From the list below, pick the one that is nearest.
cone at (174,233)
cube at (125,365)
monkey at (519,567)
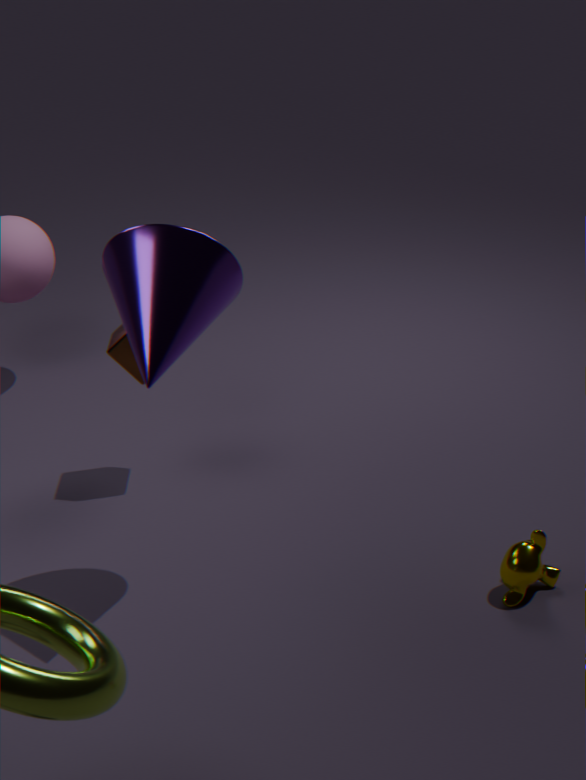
cone at (174,233)
